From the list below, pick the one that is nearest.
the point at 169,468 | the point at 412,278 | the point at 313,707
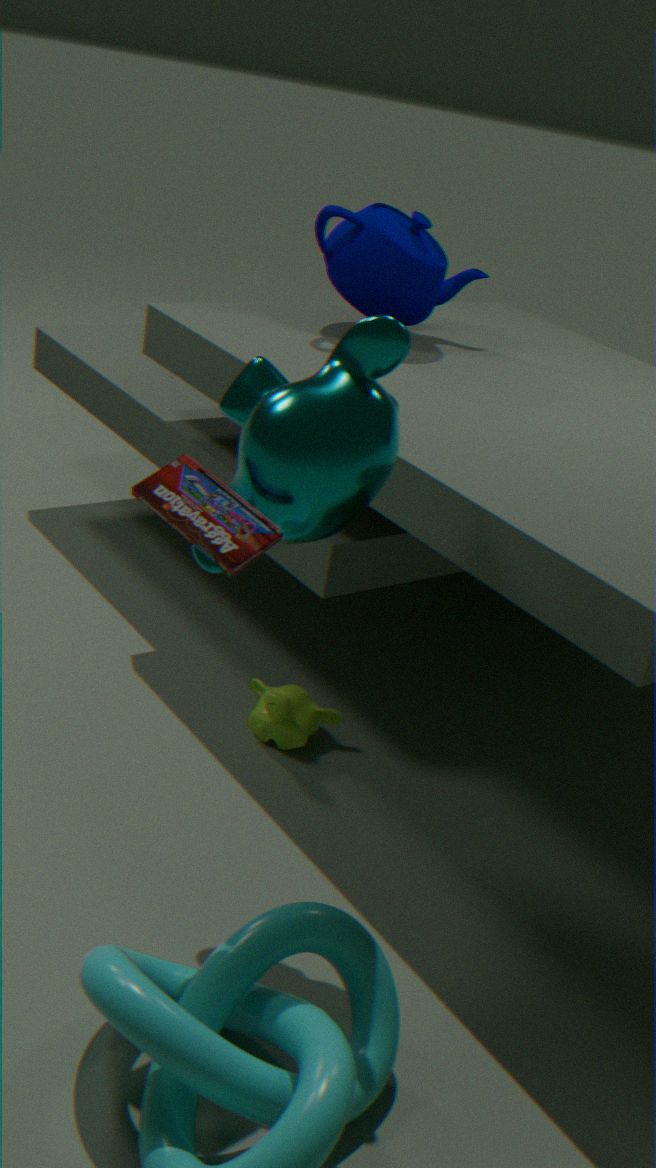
the point at 169,468
